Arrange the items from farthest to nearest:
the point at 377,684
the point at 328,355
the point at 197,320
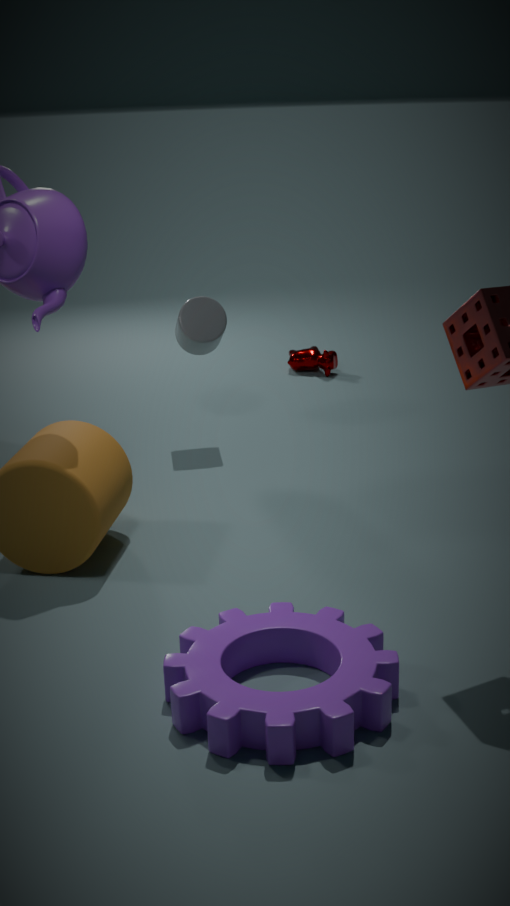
the point at 328,355 → the point at 197,320 → the point at 377,684
